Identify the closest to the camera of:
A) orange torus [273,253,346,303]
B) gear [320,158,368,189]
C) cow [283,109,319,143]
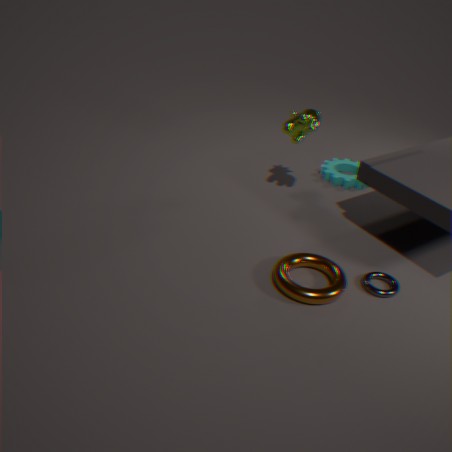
orange torus [273,253,346,303]
